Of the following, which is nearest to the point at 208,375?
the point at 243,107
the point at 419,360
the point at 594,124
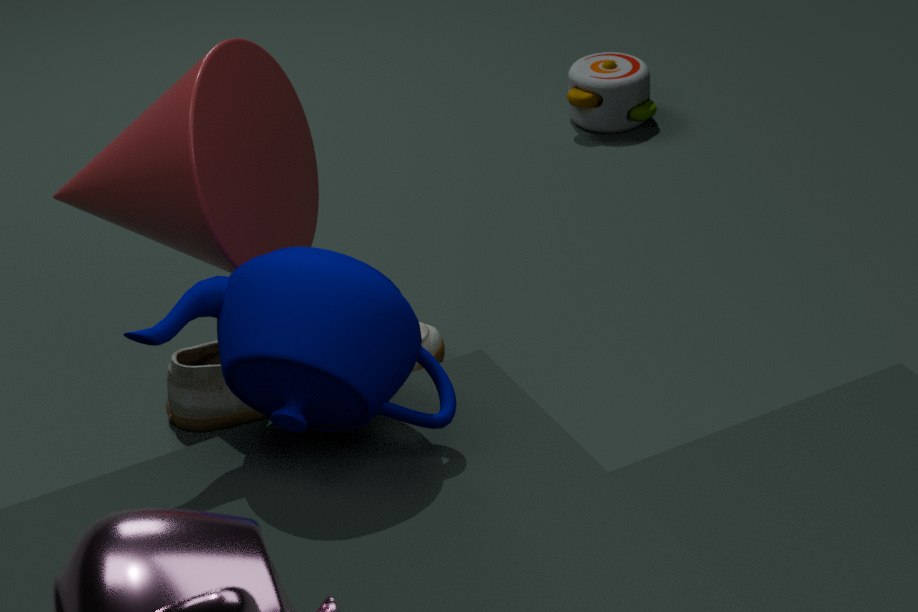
the point at 243,107
